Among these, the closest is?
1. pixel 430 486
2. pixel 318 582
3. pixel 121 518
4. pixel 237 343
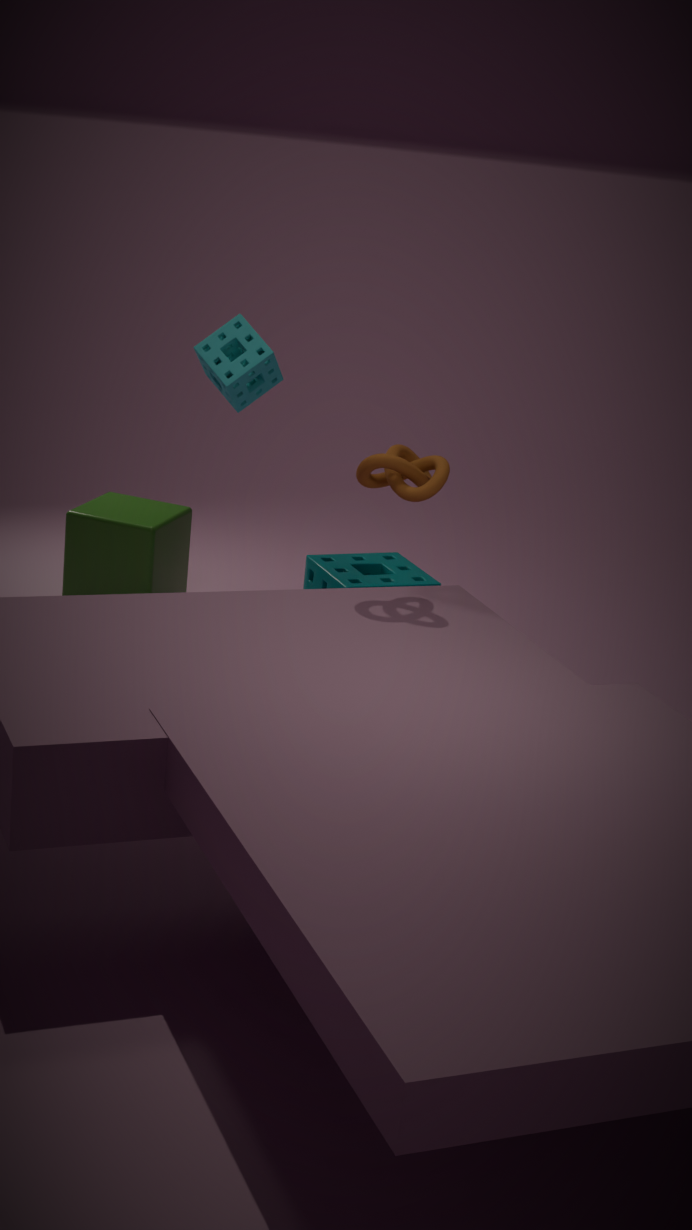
pixel 430 486
